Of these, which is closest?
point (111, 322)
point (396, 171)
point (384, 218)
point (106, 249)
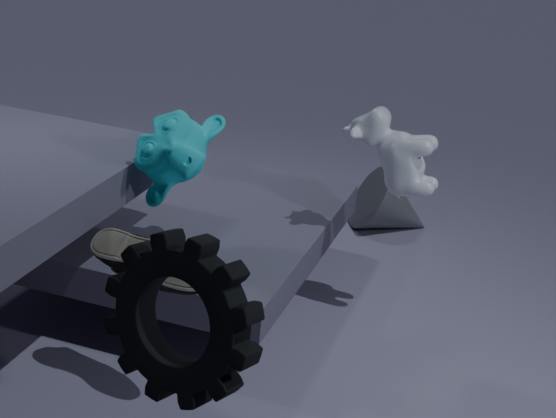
point (111, 322)
